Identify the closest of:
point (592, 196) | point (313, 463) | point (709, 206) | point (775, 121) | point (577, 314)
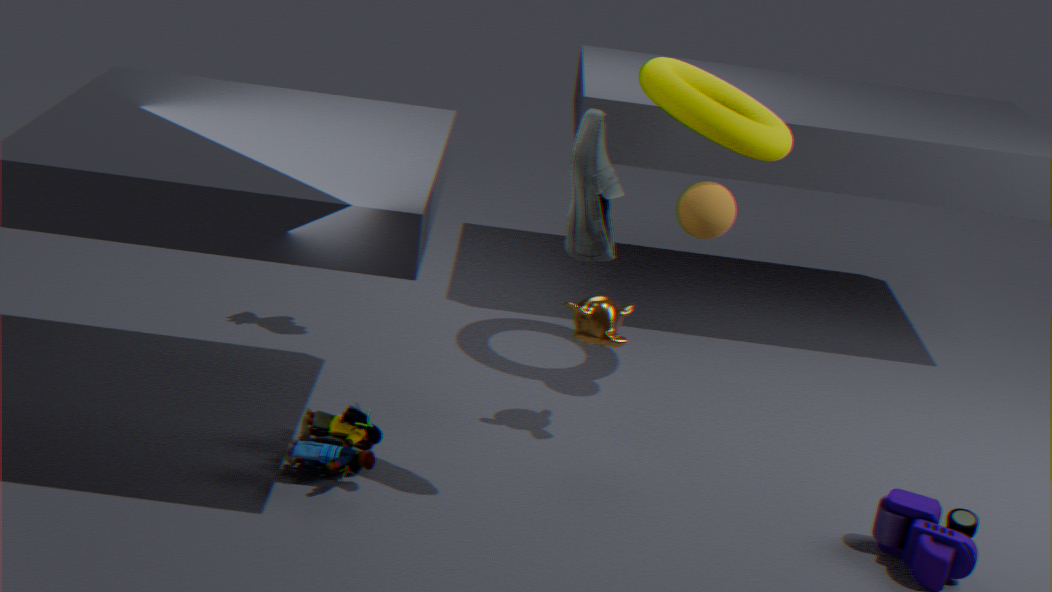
point (592, 196)
